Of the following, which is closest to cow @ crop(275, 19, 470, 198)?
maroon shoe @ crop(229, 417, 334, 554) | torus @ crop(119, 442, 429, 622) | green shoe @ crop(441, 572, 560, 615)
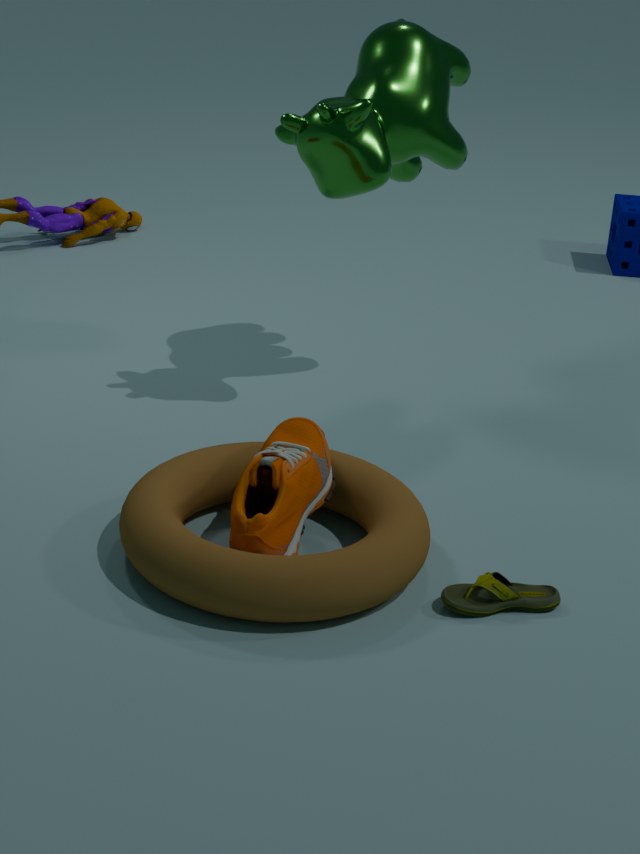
maroon shoe @ crop(229, 417, 334, 554)
